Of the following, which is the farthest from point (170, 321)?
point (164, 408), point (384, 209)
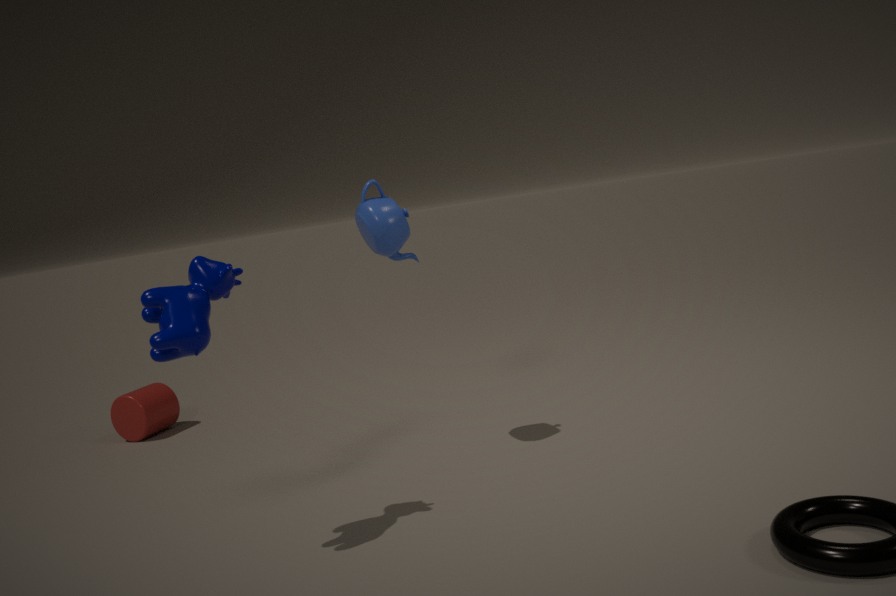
point (164, 408)
